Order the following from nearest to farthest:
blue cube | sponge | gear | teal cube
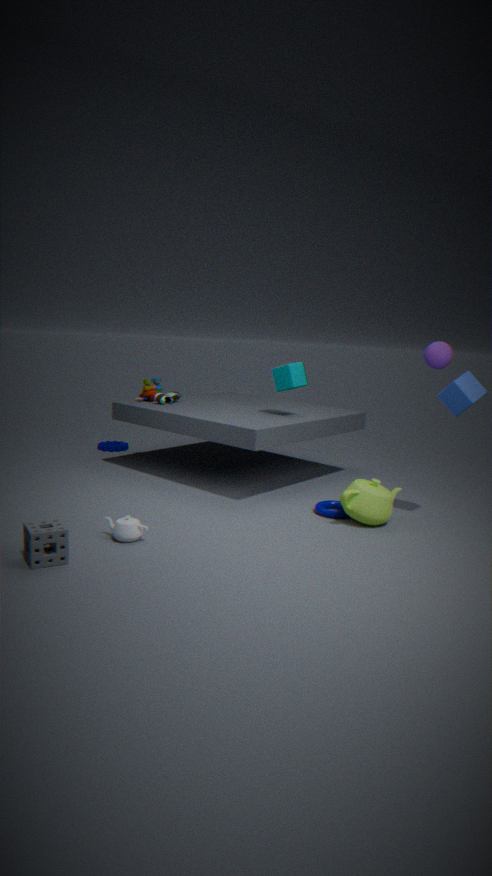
1. sponge
2. blue cube
3. teal cube
4. gear
